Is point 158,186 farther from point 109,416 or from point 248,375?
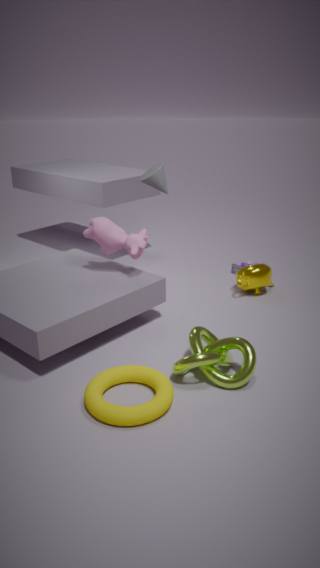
point 109,416
